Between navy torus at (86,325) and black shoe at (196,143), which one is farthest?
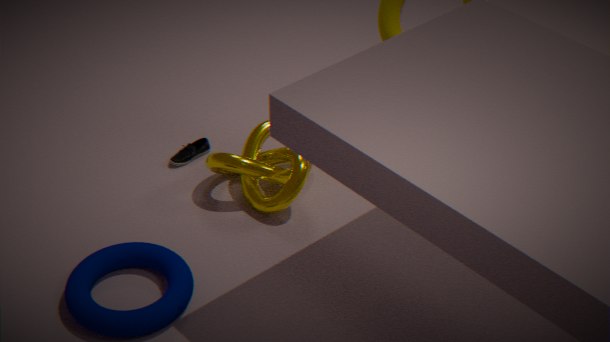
black shoe at (196,143)
